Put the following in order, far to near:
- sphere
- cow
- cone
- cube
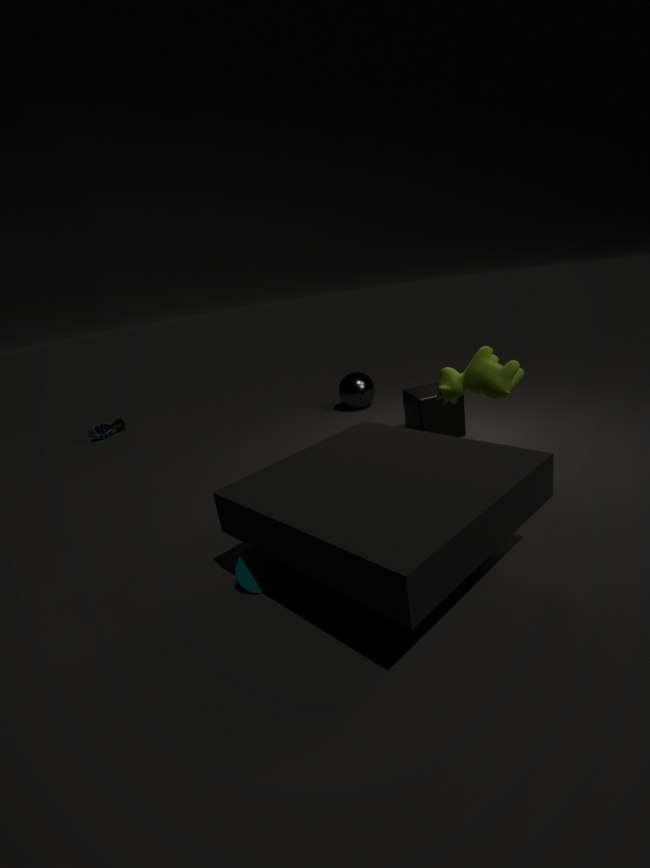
sphere → cube → cow → cone
